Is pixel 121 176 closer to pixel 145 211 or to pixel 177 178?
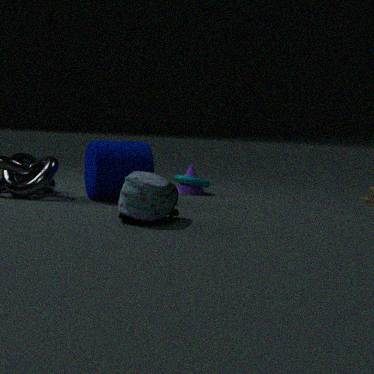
pixel 177 178
